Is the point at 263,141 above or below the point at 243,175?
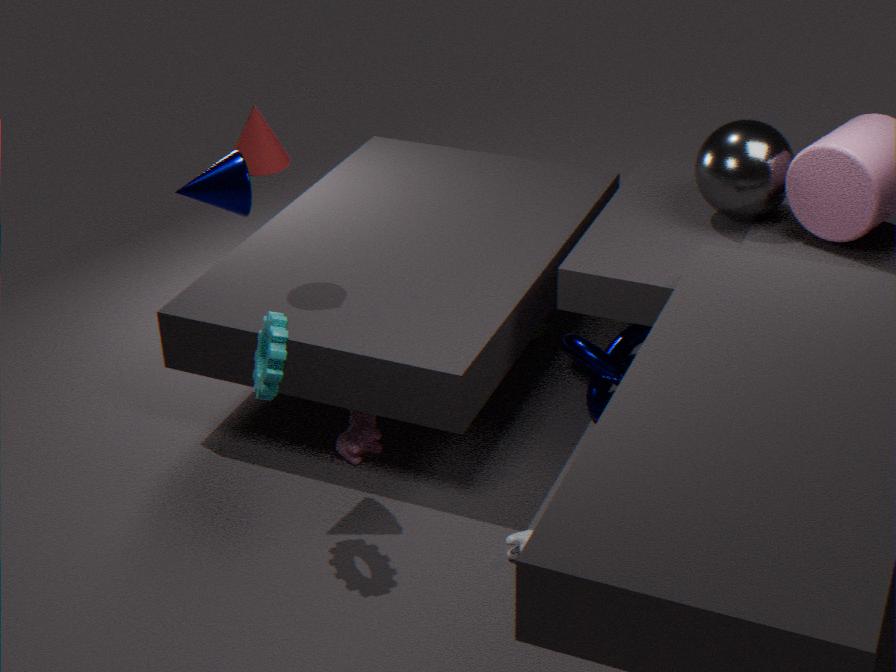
below
